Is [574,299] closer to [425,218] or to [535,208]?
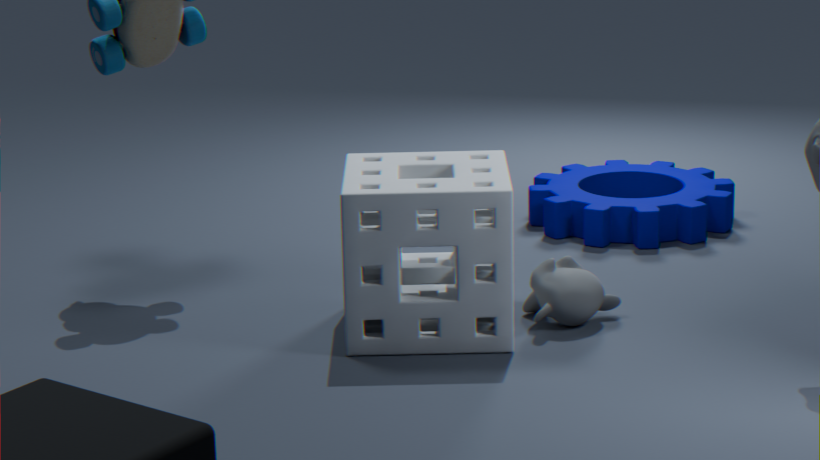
[425,218]
